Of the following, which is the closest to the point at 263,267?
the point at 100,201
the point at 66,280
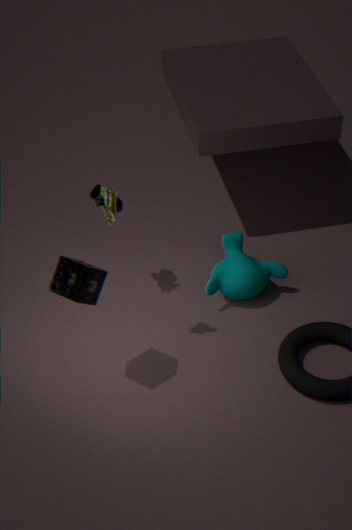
the point at 100,201
